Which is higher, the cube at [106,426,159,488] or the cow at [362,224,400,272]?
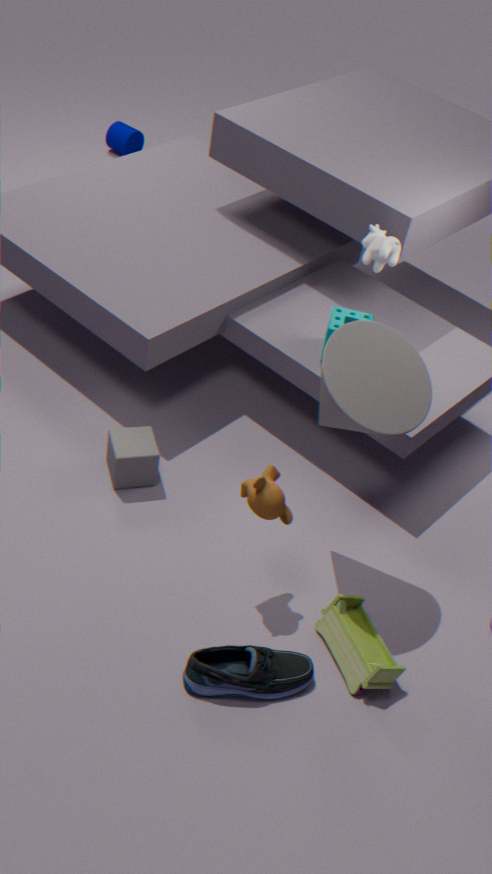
the cow at [362,224,400,272]
